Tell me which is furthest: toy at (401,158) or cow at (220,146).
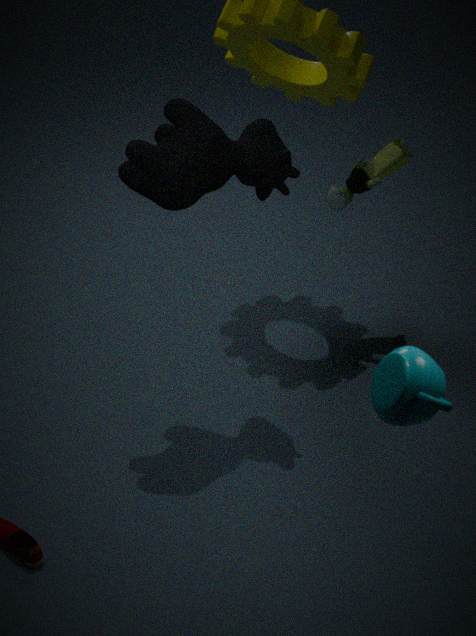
toy at (401,158)
